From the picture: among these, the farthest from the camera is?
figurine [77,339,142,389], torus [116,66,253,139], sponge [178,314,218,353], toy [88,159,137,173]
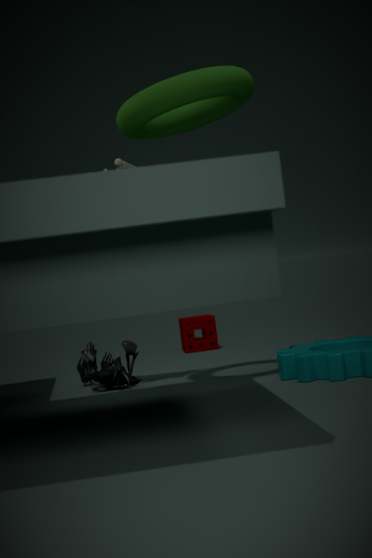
sponge [178,314,218,353]
